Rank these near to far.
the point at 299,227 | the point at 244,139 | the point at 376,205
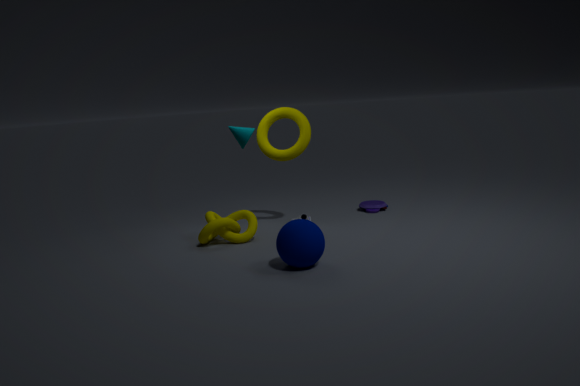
the point at 299,227
the point at 244,139
the point at 376,205
